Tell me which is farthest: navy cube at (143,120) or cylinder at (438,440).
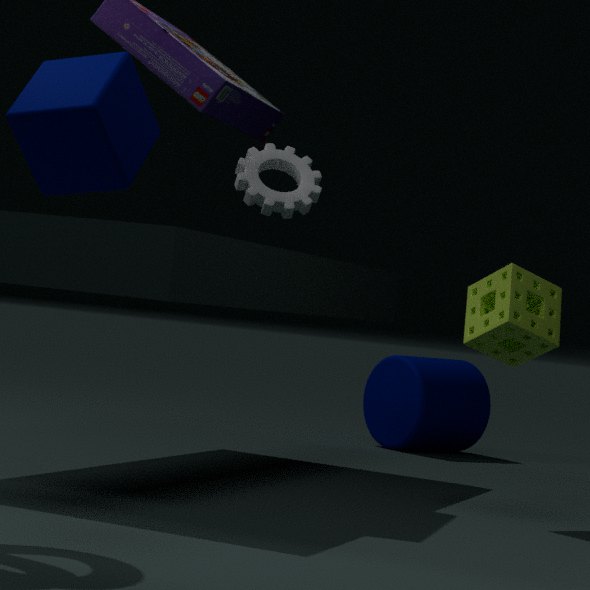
cylinder at (438,440)
